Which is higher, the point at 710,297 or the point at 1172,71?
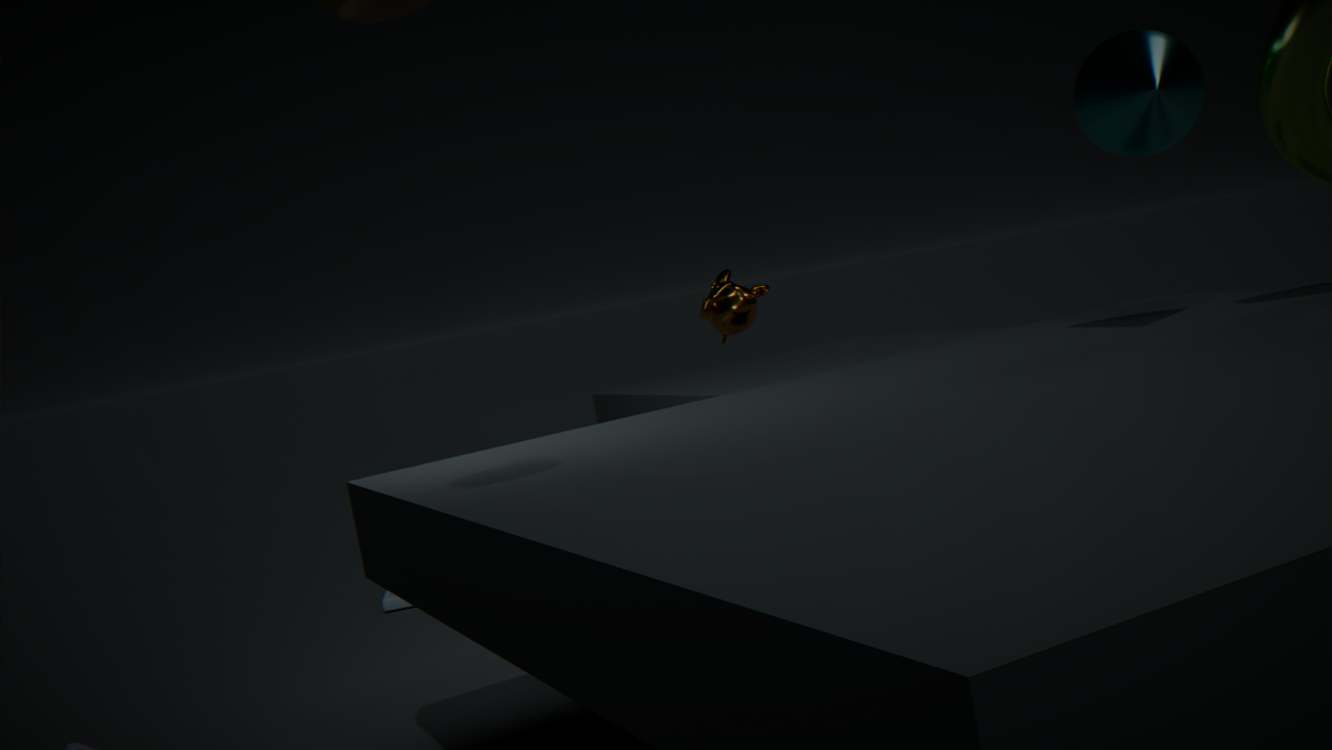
the point at 1172,71
